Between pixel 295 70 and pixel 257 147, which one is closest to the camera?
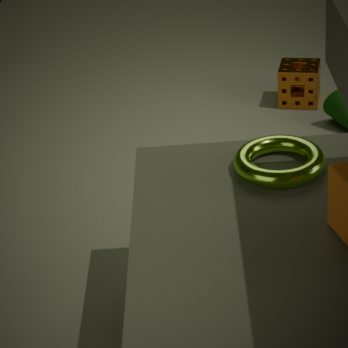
pixel 257 147
